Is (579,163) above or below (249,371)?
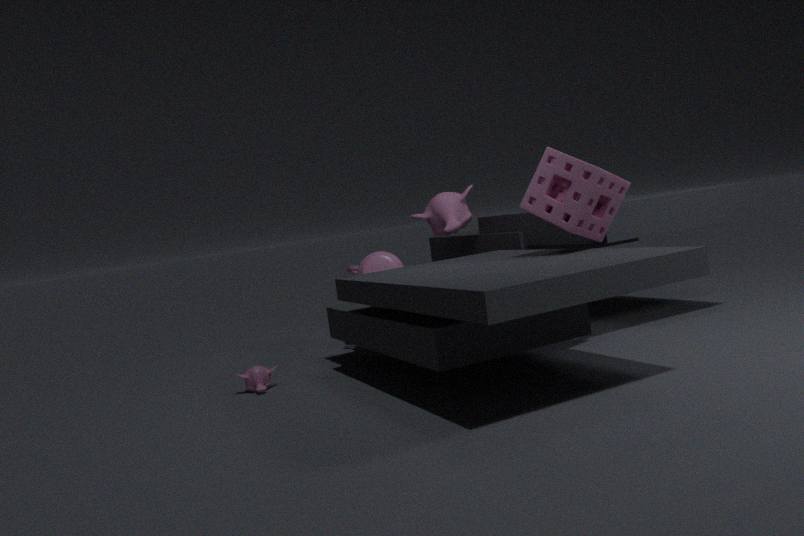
above
